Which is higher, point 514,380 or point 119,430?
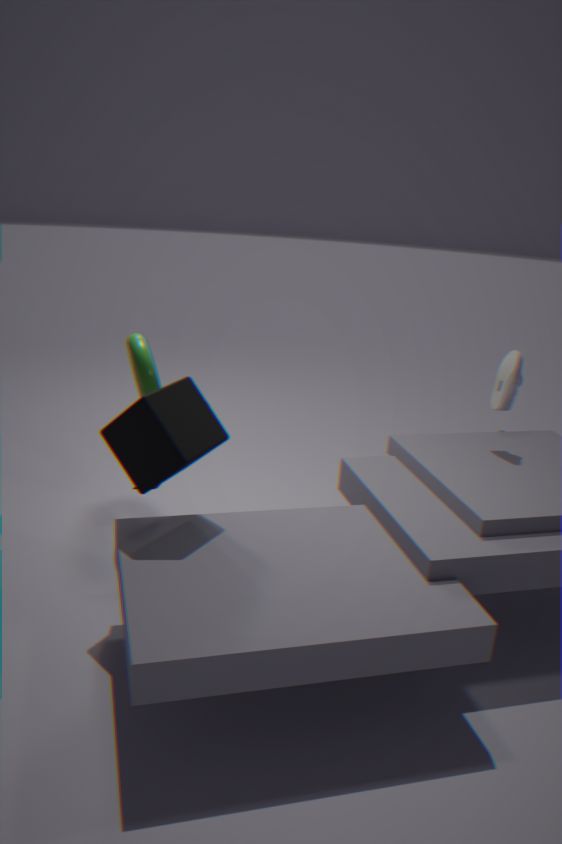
point 514,380
